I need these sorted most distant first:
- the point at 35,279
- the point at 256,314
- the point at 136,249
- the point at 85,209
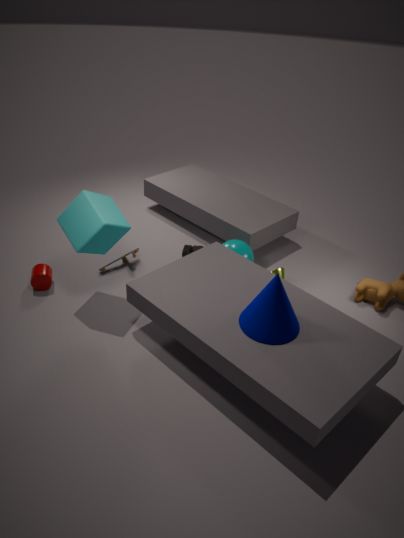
the point at 136,249
the point at 35,279
the point at 85,209
the point at 256,314
